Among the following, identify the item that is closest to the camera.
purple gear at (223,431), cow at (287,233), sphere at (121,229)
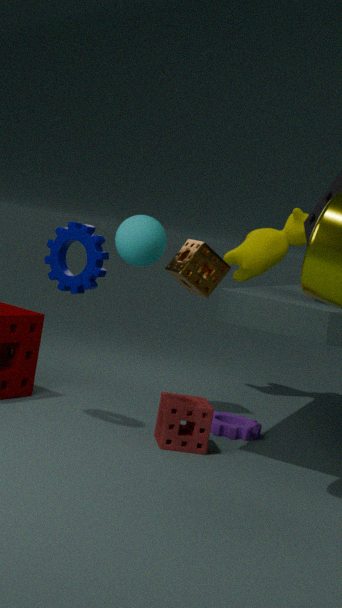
sphere at (121,229)
